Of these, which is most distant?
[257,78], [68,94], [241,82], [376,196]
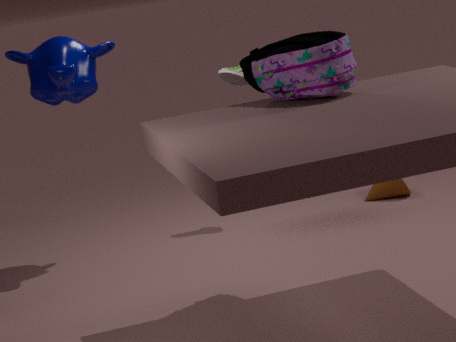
[376,196]
